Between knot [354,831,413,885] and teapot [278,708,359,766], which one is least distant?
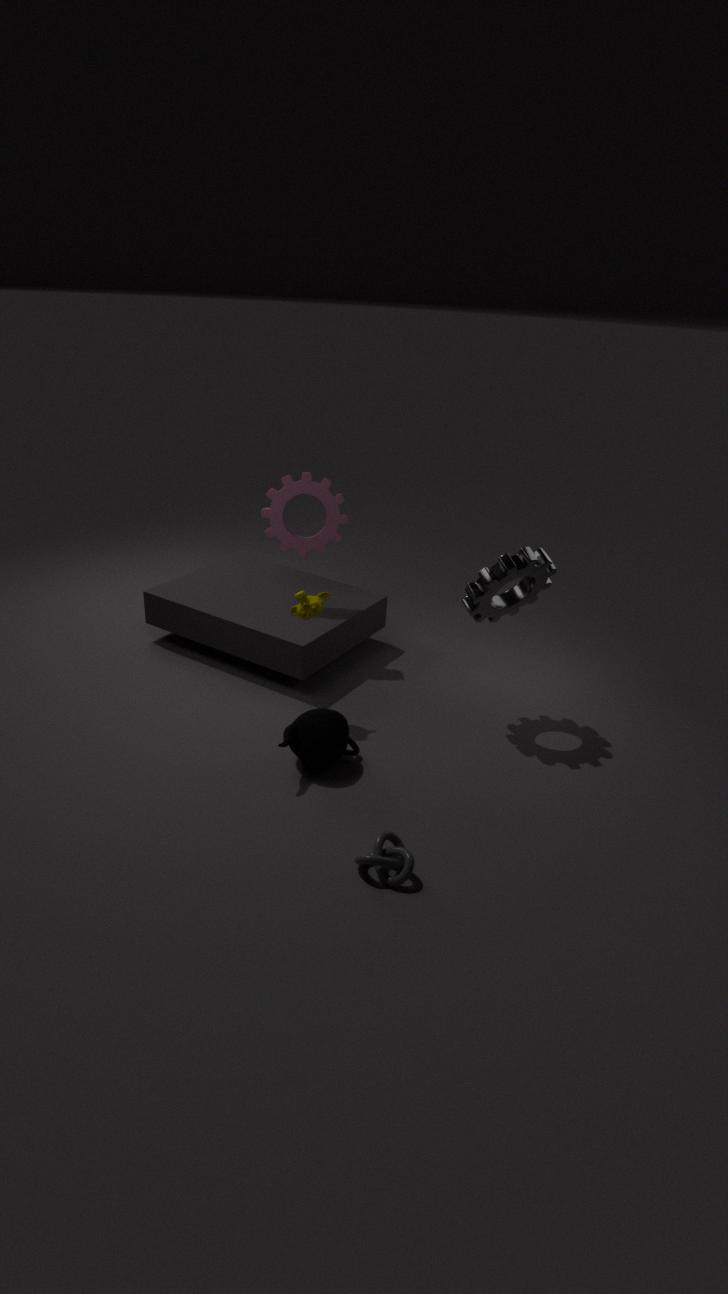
knot [354,831,413,885]
